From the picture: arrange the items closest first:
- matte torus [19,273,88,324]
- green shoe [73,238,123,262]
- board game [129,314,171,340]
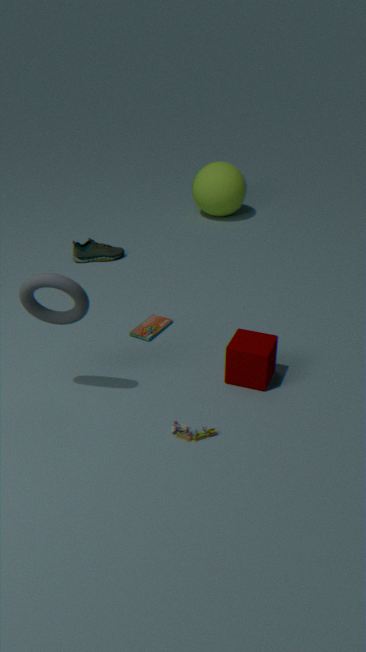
matte torus [19,273,88,324] → board game [129,314,171,340] → green shoe [73,238,123,262]
